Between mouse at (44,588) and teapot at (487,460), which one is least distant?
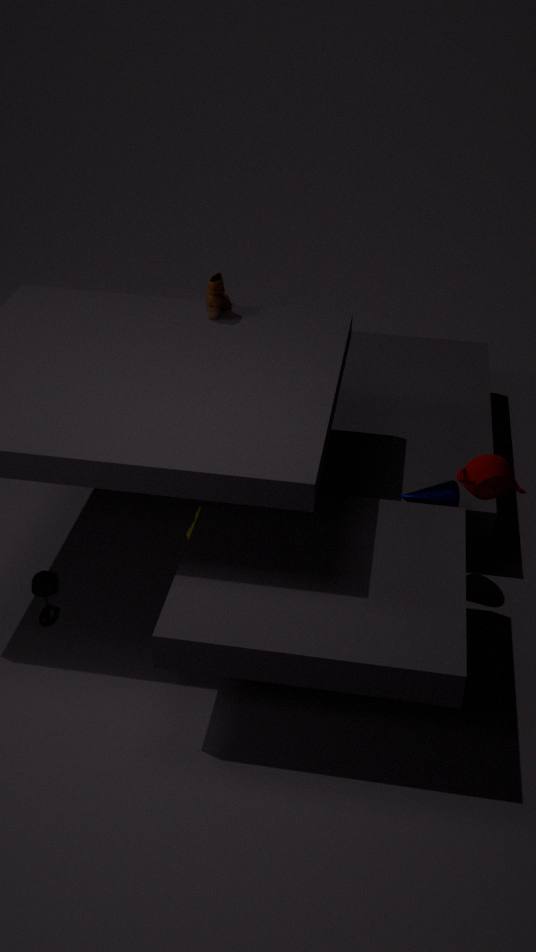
teapot at (487,460)
